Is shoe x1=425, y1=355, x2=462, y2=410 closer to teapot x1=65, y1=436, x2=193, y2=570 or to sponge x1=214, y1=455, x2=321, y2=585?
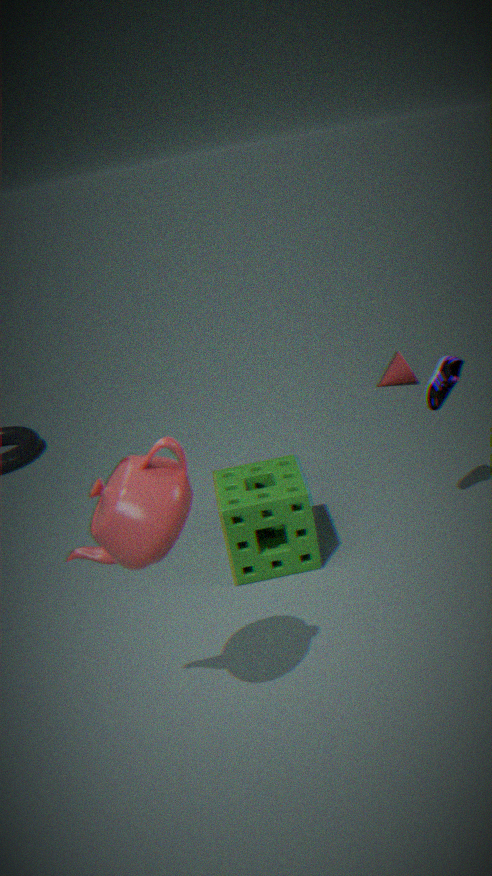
sponge x1=214, y1=455, x2=321, y2=585
